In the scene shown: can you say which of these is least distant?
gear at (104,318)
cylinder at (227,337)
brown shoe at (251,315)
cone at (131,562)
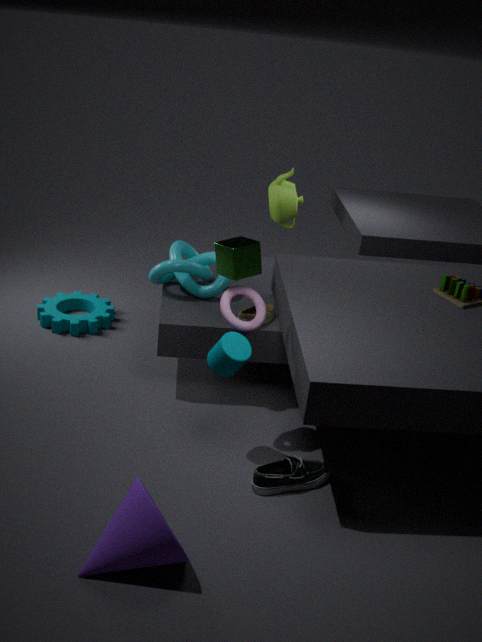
cone at (131,562)
